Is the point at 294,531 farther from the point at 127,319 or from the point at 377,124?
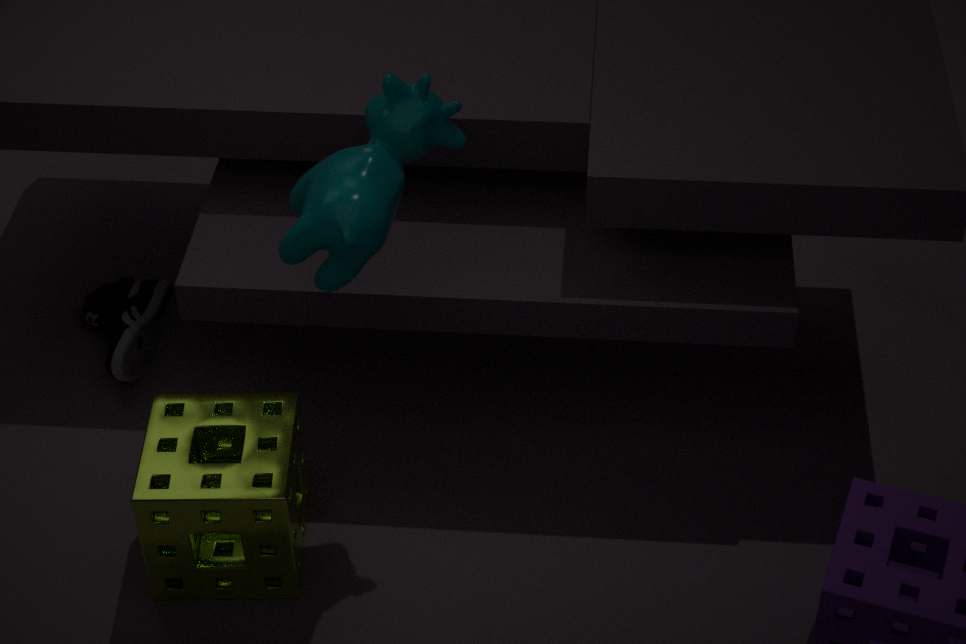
the point at 377,124
